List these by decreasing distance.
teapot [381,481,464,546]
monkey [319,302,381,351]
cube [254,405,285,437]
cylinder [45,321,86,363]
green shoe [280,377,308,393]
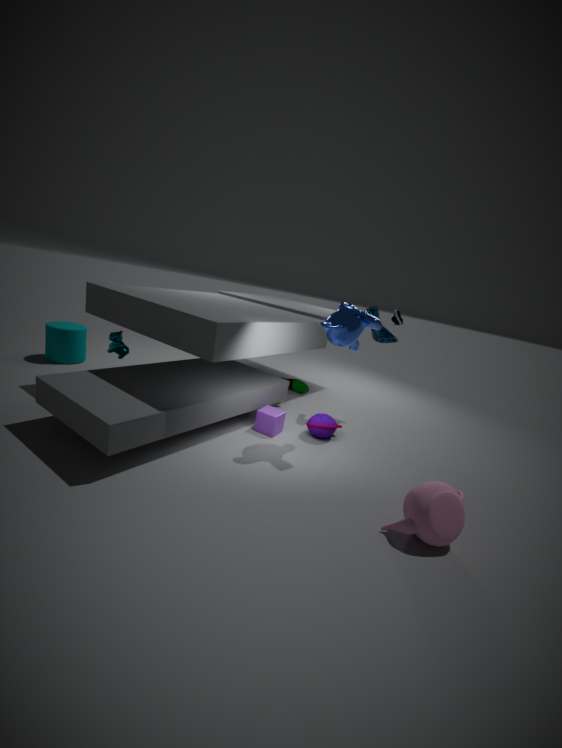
1. green shoe [280,377,308,393]
2. cylinder [45,321,86,363]
3. cube [254,405,285,437]
4. monkey [319,302,381,351]
5. teapot [381,481,464,546]
